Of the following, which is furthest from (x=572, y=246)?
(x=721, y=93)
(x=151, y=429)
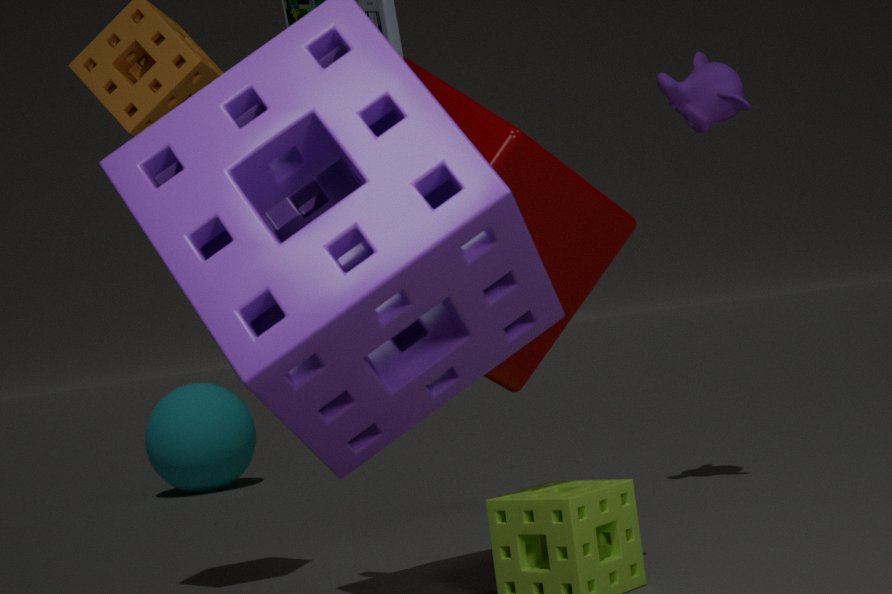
(x=151, y=429)
